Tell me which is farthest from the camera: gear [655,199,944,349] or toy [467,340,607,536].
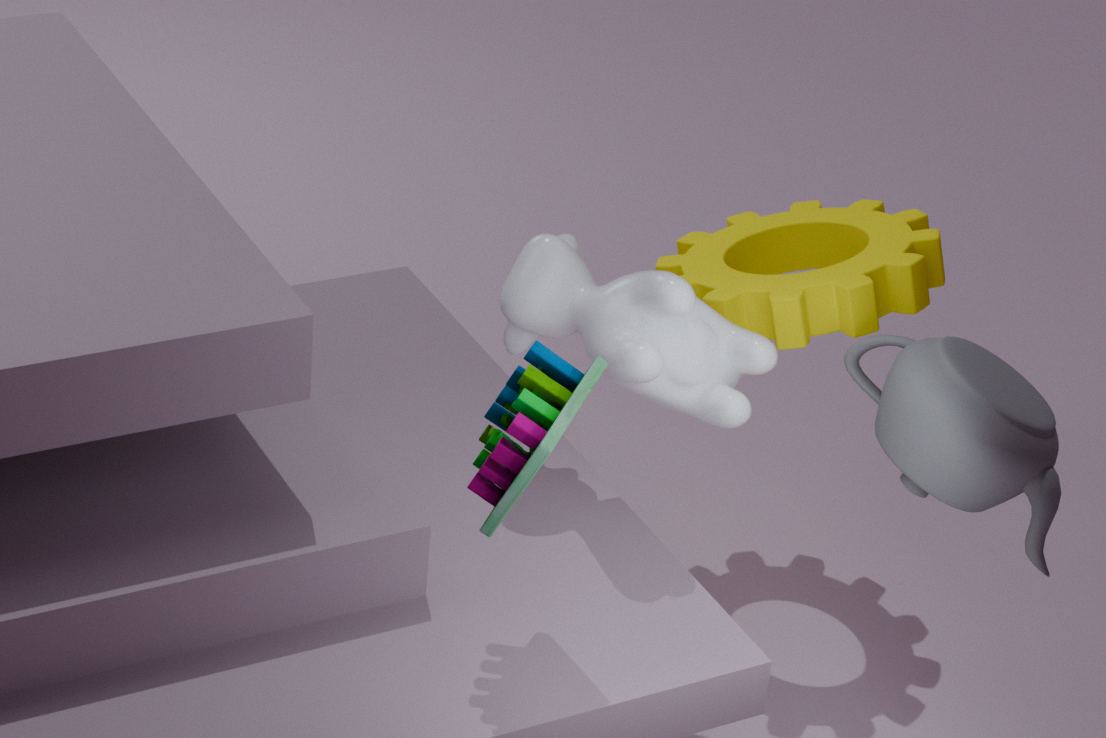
gear [655,199,944,349]
